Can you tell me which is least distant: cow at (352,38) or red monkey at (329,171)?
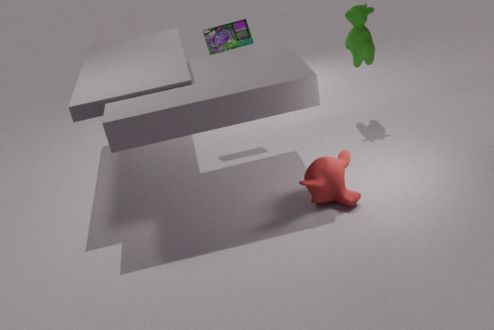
red monkey at (329,171)
